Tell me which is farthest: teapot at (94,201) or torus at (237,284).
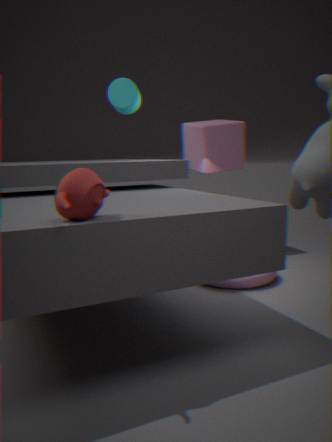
torus at (237,284)
